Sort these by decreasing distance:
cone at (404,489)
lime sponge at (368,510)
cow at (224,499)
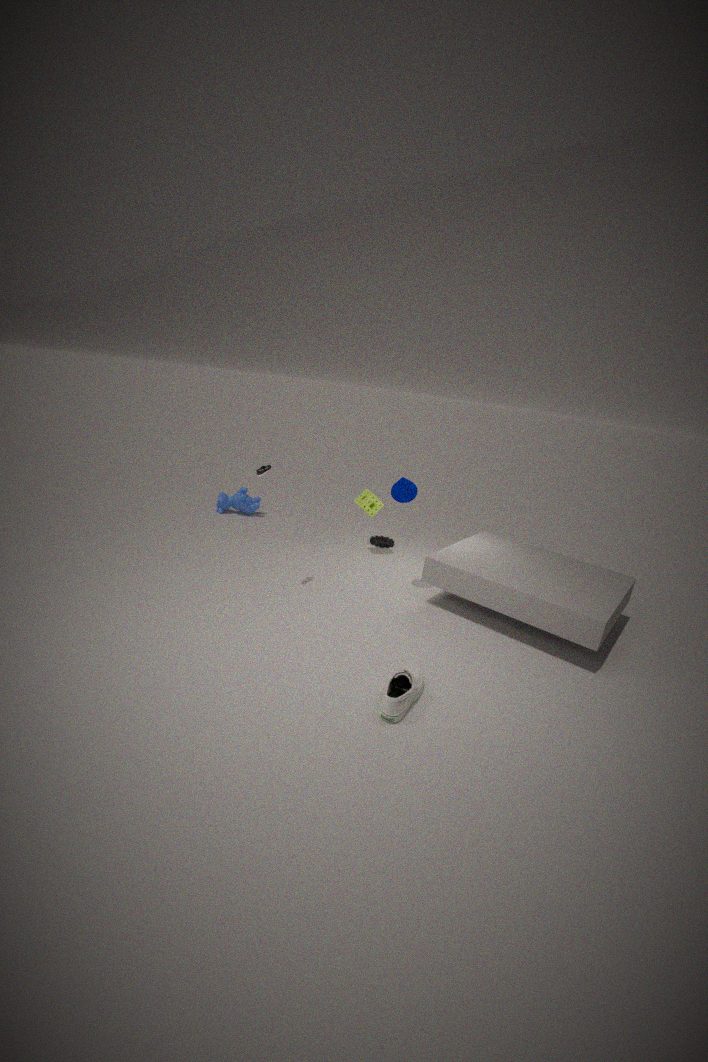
cow at (224,499), lime sponge at (368,510), cone at (404,489)
